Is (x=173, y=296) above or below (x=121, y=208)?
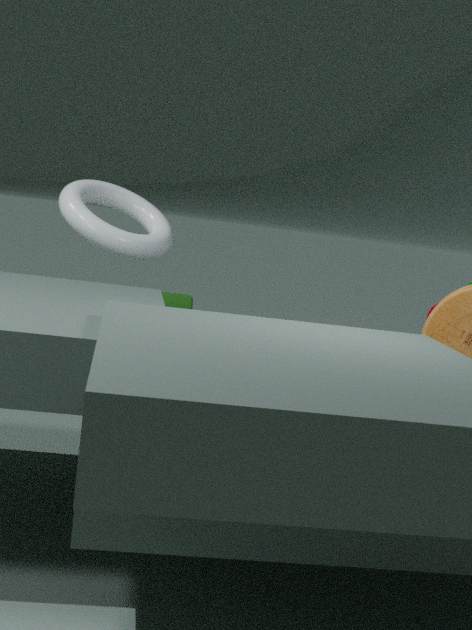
below
